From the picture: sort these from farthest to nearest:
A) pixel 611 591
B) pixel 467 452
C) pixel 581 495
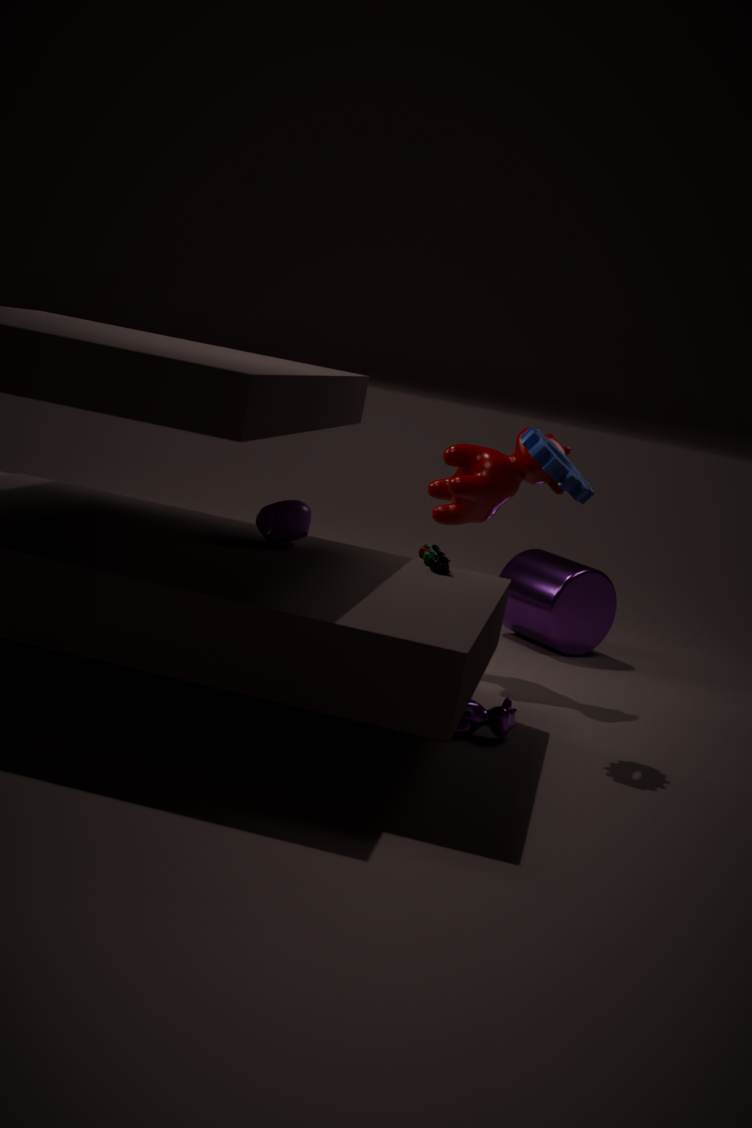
pixel 611 591
pixel 467 452
pixel 581 495
